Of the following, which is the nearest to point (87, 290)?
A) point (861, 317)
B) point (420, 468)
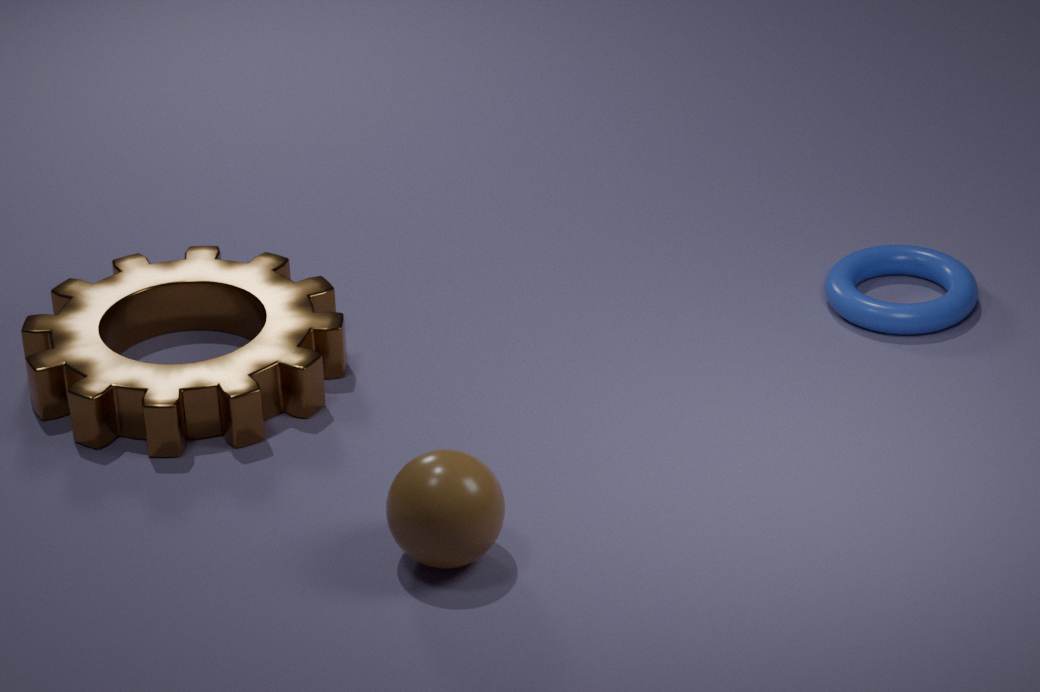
point (420, 468)
